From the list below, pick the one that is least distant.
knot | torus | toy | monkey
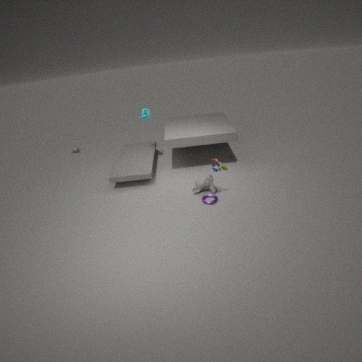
toy
